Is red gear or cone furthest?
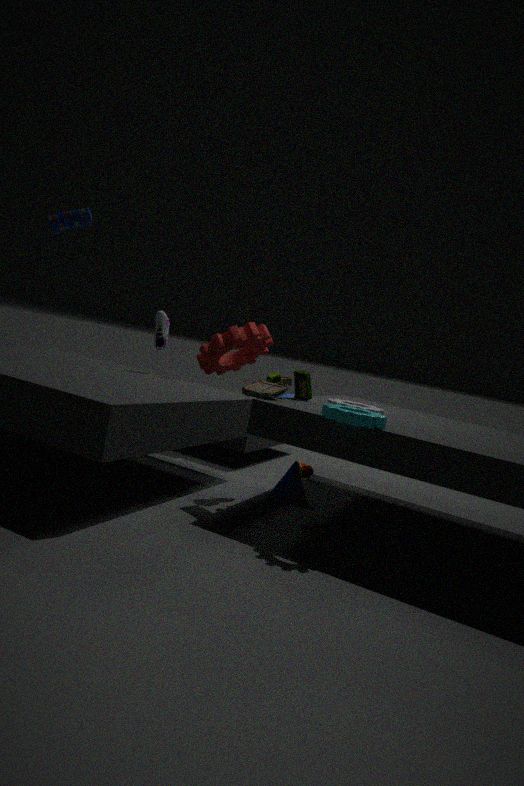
red gear
